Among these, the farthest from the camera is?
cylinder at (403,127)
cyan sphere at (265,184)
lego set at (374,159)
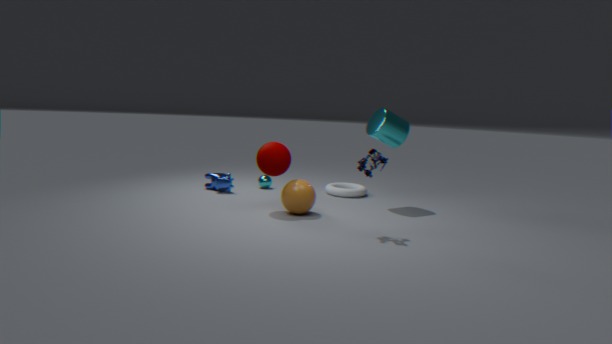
cyan sphere at (265,184)
